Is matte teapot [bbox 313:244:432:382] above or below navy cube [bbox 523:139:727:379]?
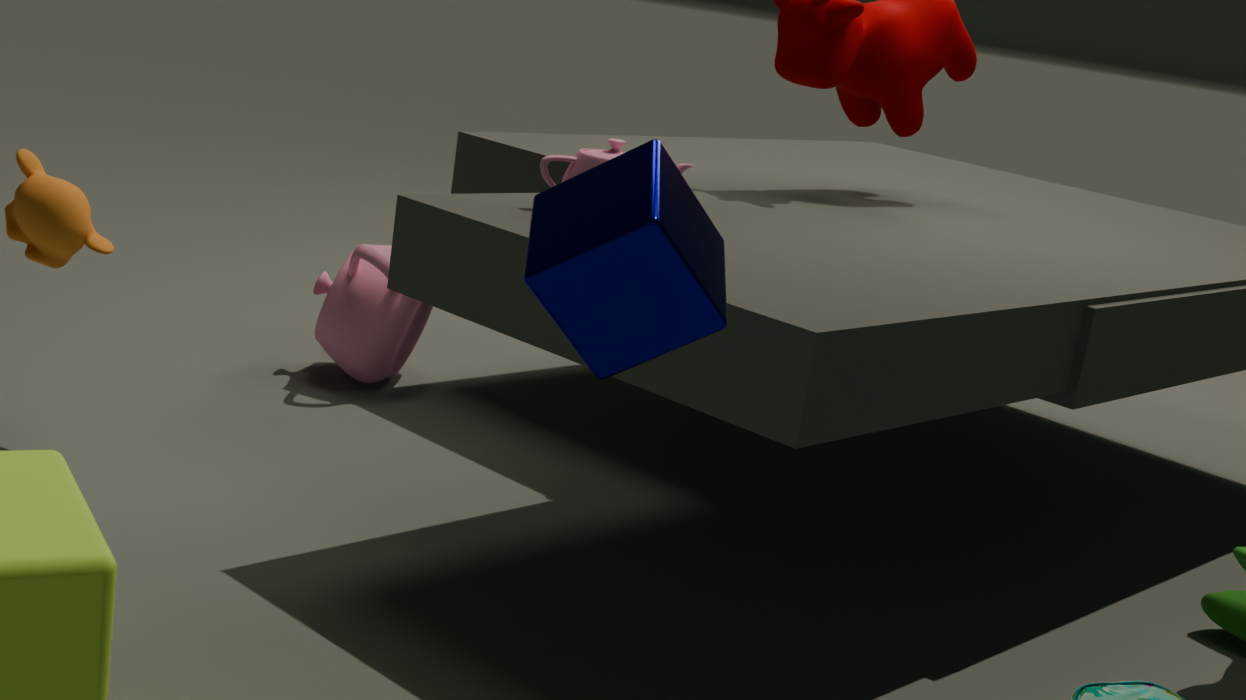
below
